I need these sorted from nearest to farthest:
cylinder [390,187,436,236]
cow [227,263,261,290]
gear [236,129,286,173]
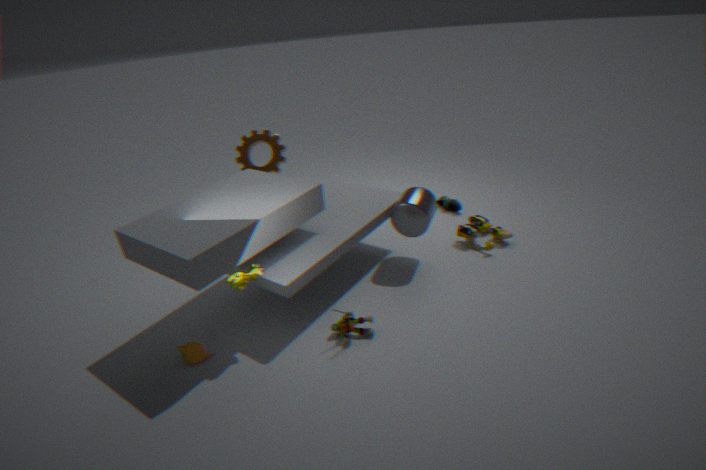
cow [227,263,261,290] → cylinder [390,187,436,236] → gear [236,129,286,173]
